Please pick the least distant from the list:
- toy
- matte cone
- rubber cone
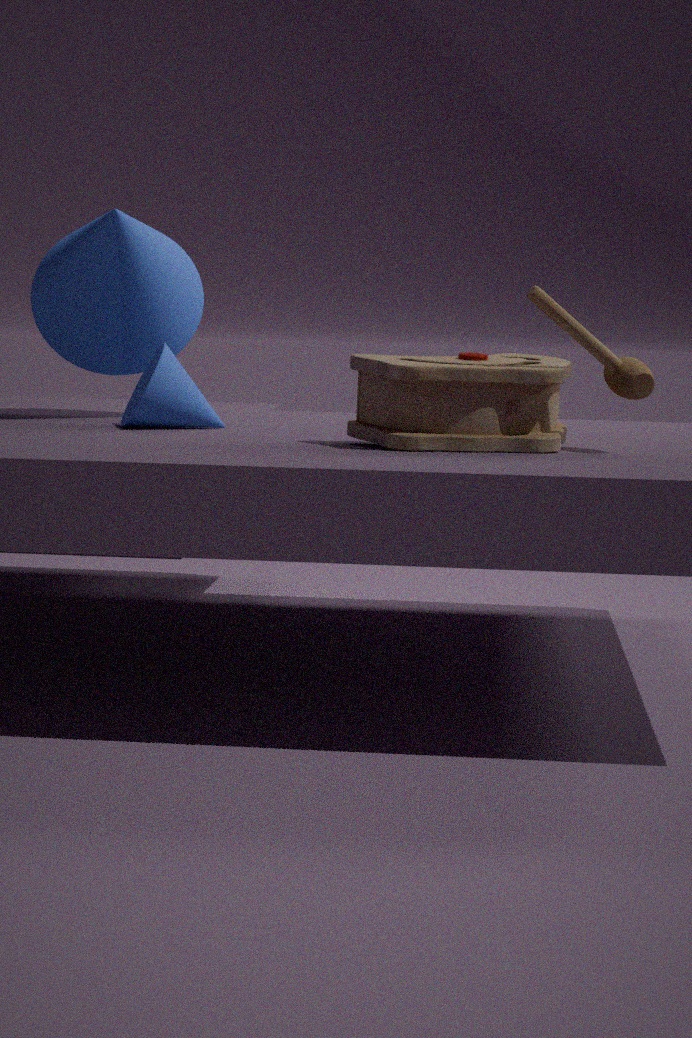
toy
